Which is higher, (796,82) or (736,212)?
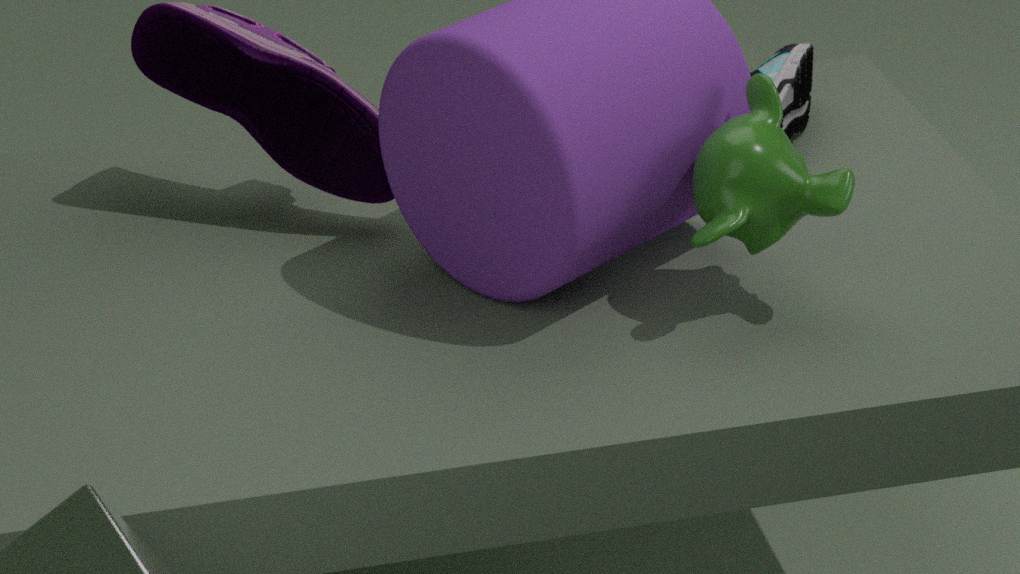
(736,212)
